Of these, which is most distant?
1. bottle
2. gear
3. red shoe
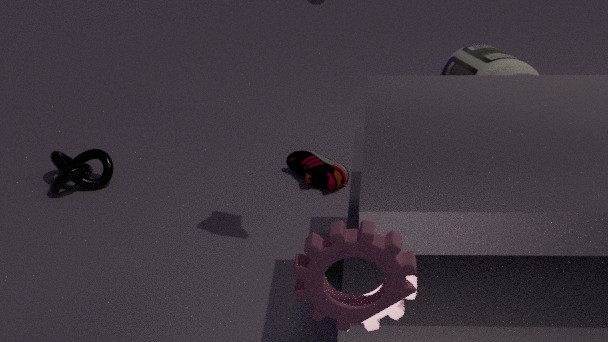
red shoe
